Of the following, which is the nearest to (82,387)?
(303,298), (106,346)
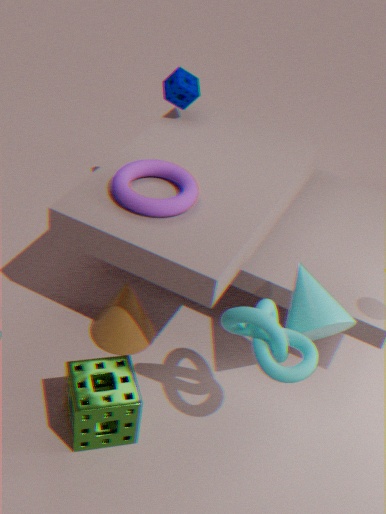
(106,346)
